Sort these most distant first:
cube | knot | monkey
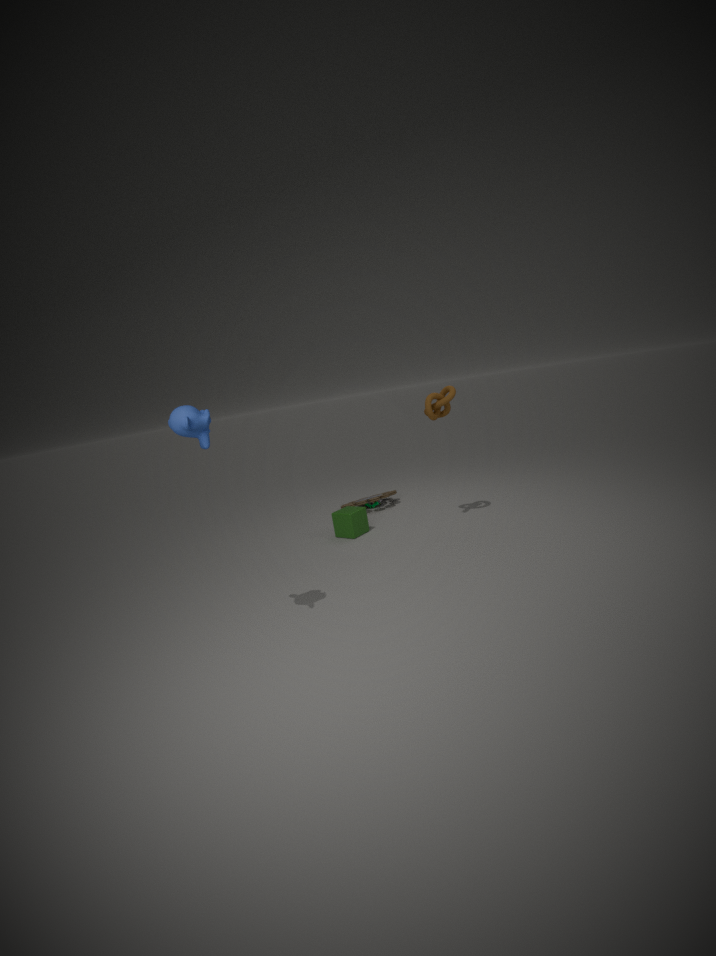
cube → knot → monkey
